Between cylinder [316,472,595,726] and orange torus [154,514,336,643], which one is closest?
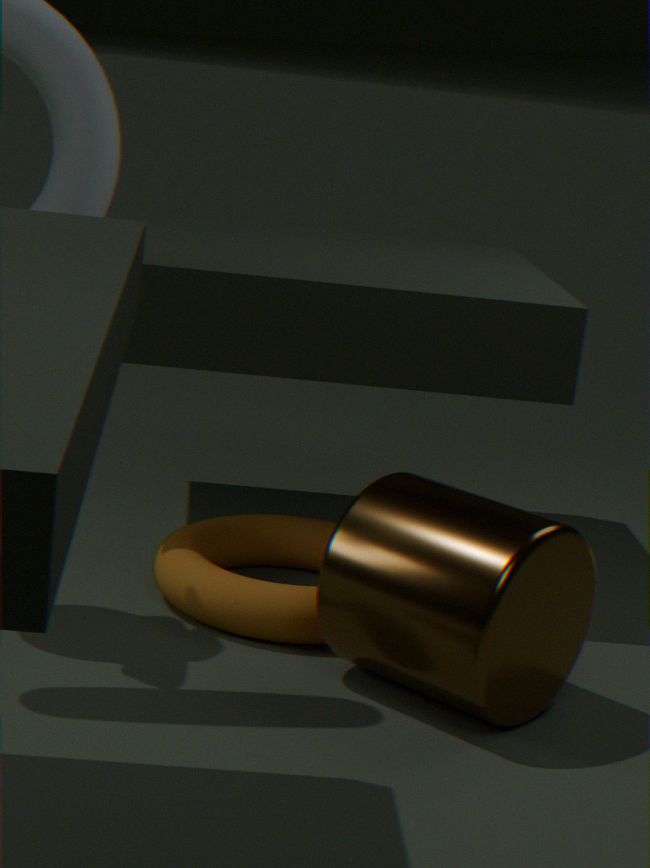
cylinder [316,472,595,726]
